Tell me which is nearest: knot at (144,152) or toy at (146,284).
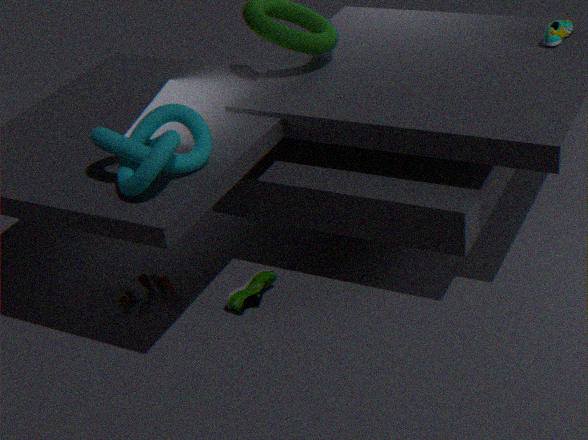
knot at (144,152)
